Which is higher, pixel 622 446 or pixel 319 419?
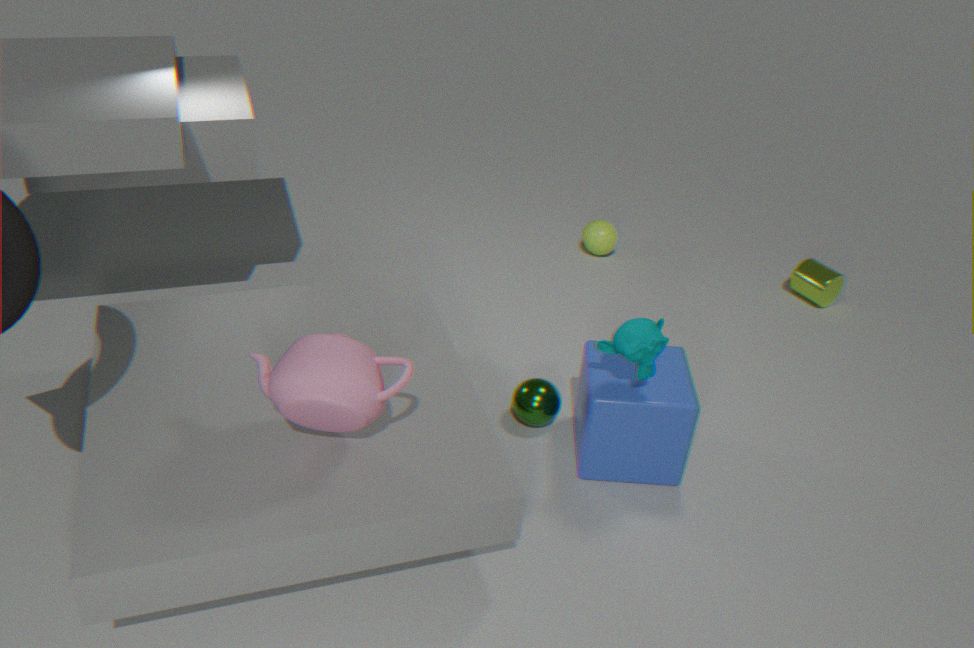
pixel 319 419
